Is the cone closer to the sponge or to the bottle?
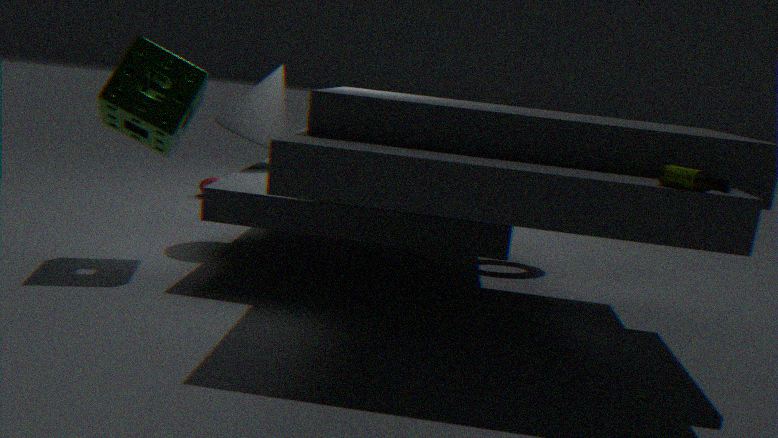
the sponge
